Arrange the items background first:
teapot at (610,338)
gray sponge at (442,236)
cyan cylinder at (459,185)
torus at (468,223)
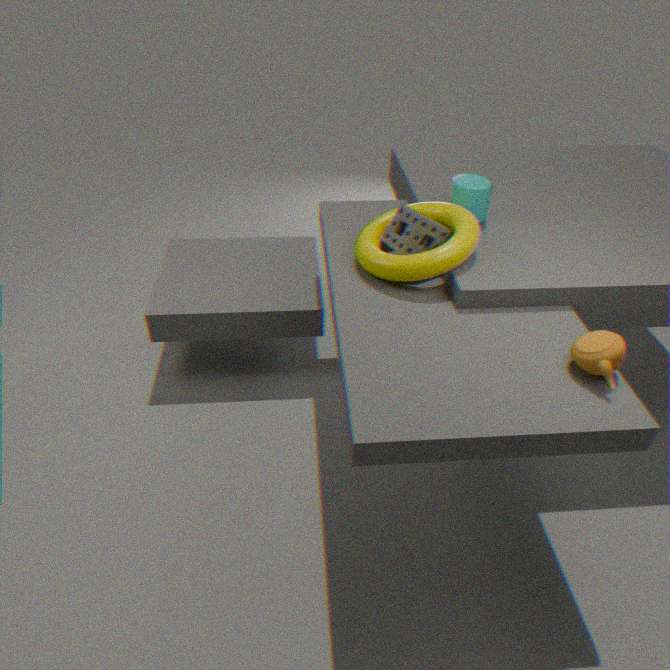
1. cyan cylinder at (459,185)
2. gray sponge at (442,236)
3. torus at (468,223)
4. teapot at (610,338)
